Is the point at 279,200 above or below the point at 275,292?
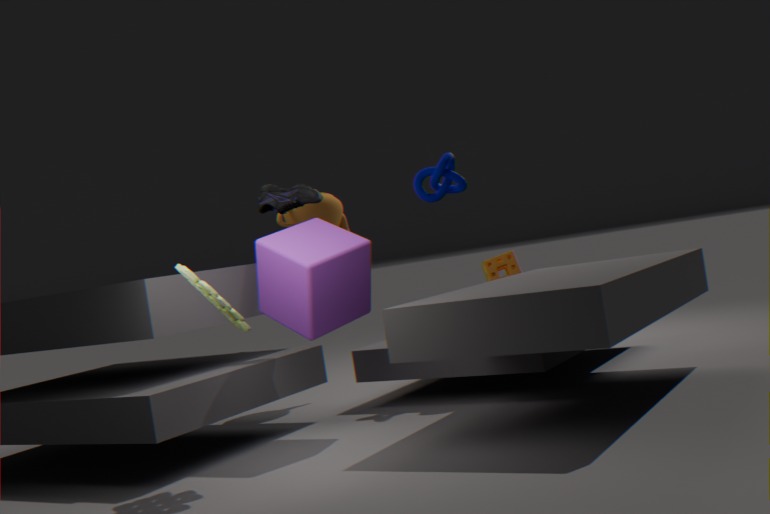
above
